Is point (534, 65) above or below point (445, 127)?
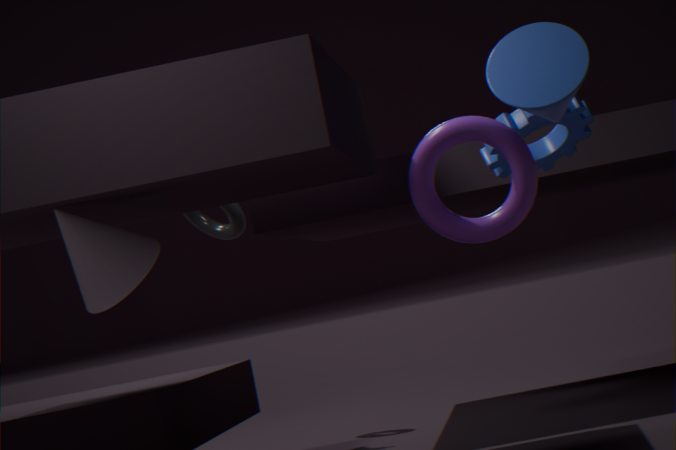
above
